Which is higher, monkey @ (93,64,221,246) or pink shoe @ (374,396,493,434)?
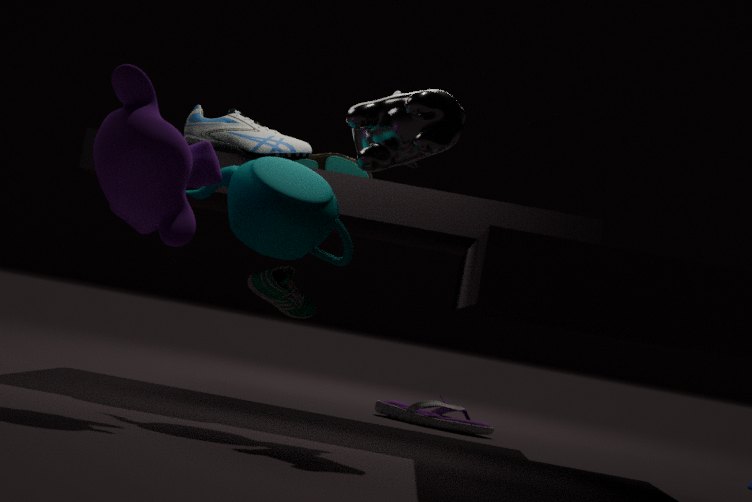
monkey @ (93,64,221,246)
